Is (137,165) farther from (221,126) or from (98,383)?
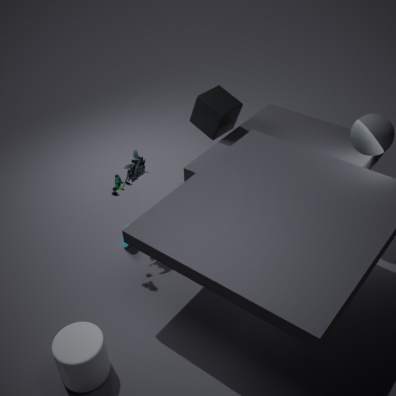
(98,383)
